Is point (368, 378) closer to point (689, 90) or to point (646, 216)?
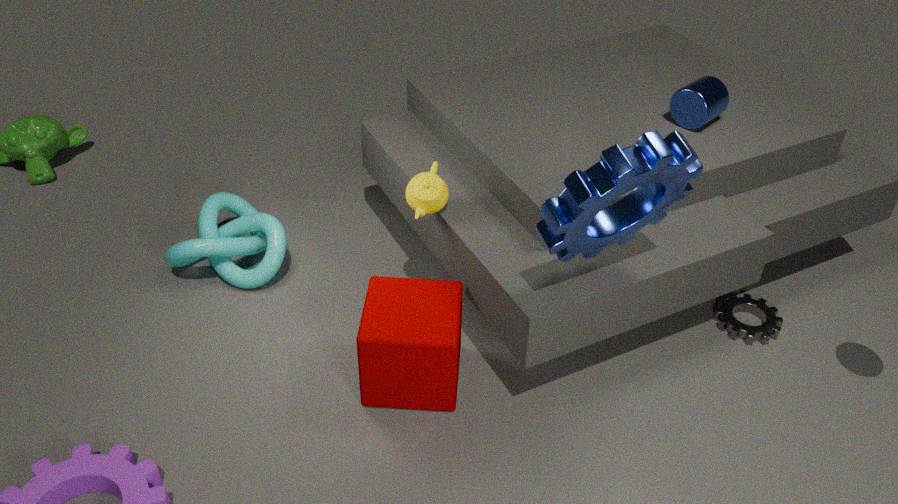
point (646, 216)
